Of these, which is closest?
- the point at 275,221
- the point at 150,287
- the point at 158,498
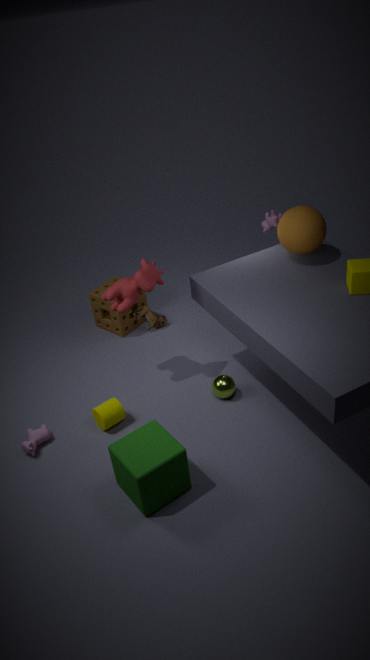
the point at 158,498
